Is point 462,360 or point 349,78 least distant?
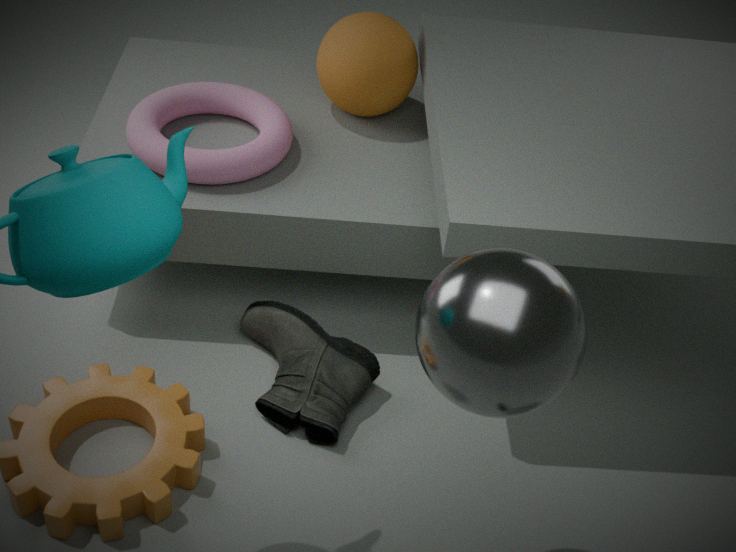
point 462,360
